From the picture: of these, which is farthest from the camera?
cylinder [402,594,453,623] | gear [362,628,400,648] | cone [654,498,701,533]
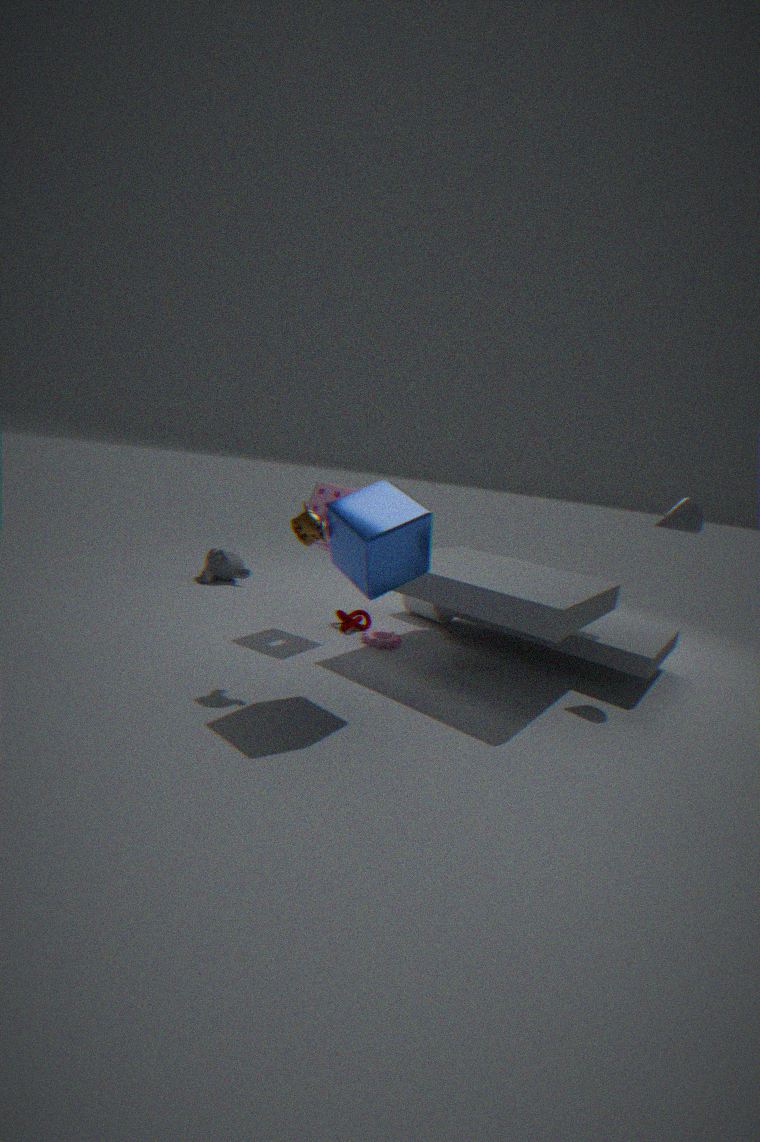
cylinder [402,594,453,623]
